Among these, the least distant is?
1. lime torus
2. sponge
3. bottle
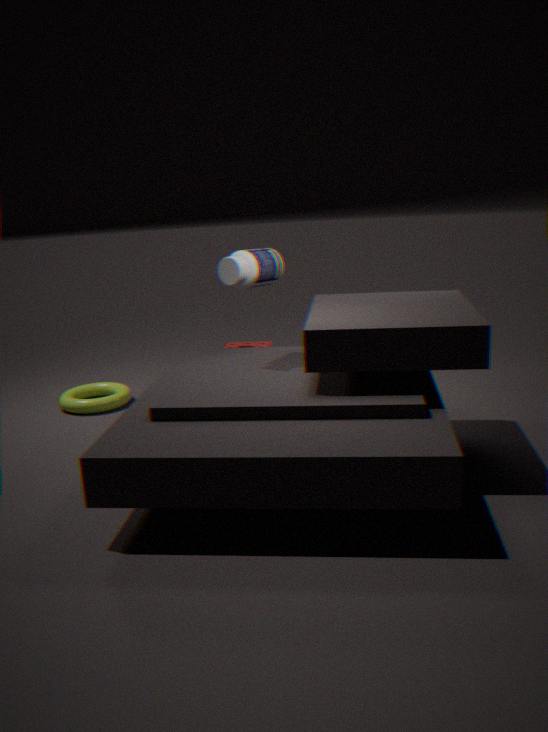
bottle
